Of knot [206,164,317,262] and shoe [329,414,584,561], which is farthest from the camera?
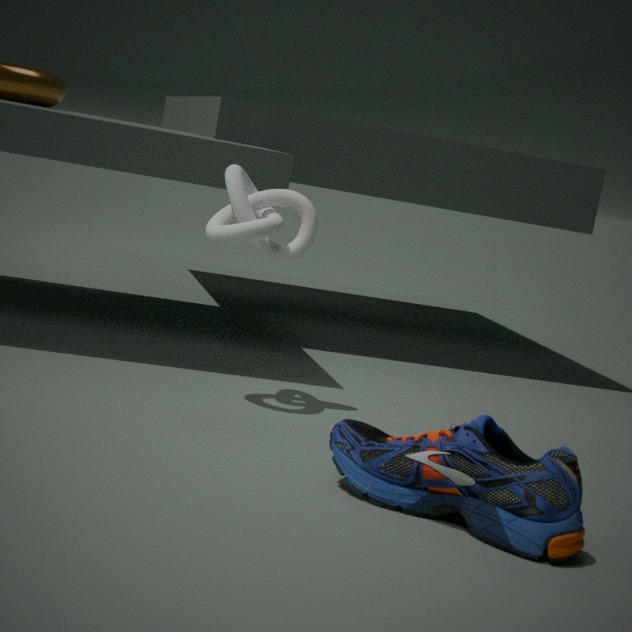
knot [206,164,317,262]
